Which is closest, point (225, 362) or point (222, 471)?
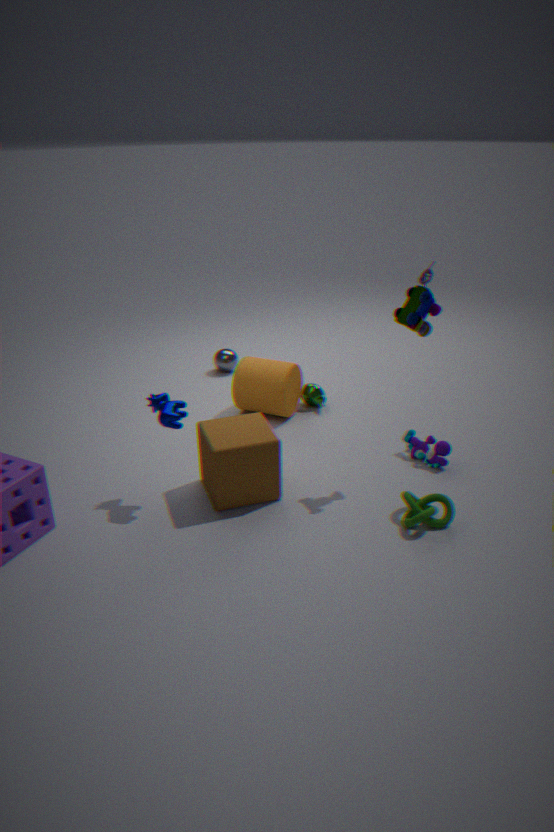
point (222, 471)
